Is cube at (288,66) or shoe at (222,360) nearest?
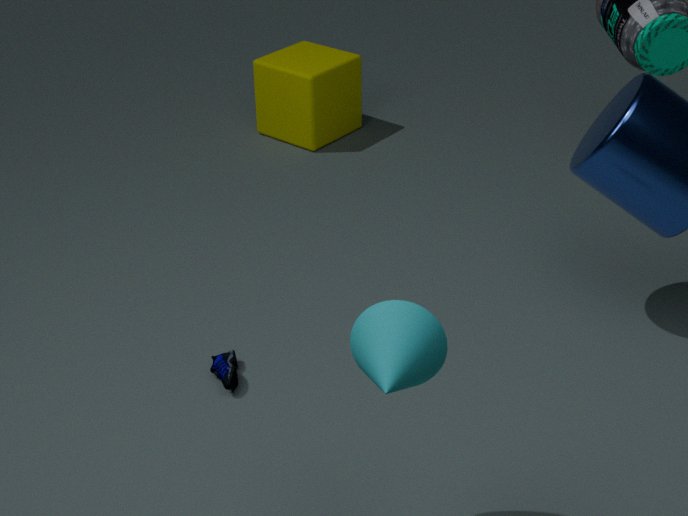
shoe at (222,360)
